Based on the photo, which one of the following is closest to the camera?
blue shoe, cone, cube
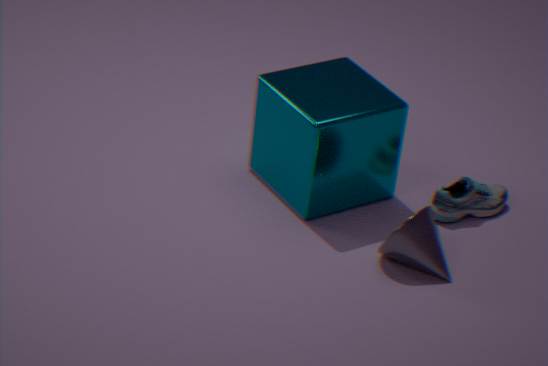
cone
